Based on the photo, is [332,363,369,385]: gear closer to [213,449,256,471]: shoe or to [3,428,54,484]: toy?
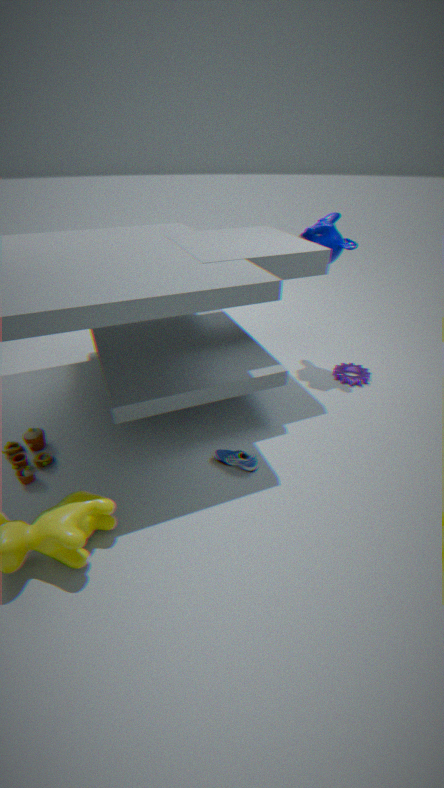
[213,449,256,471]: shoe
